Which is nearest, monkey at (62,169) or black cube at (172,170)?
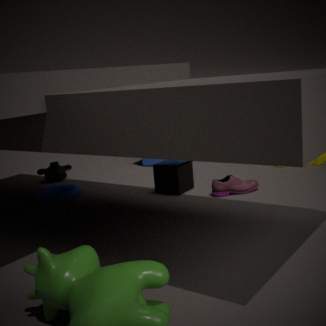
black cube at (172,170)
